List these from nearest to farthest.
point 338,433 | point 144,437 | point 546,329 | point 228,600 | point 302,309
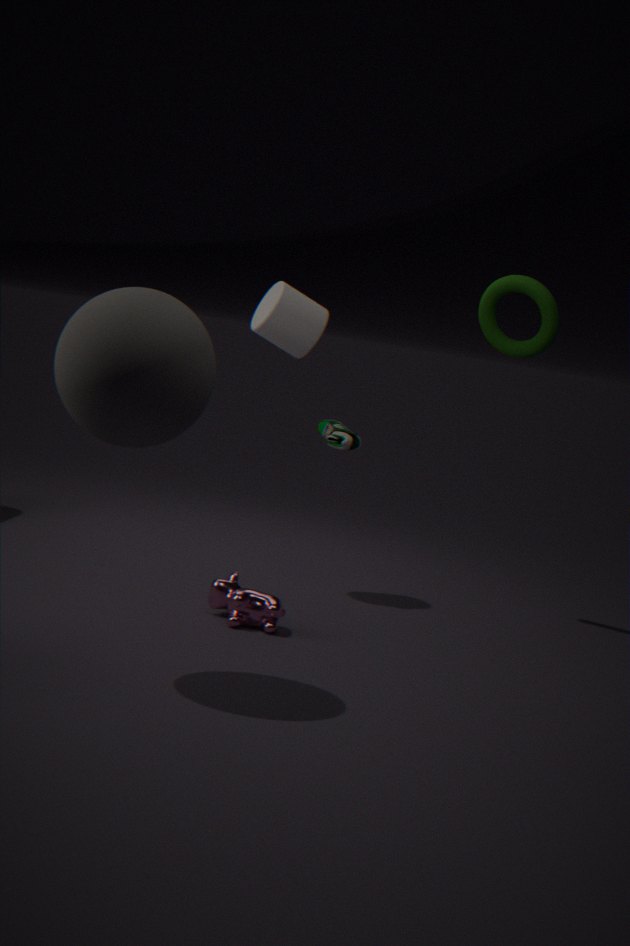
1. point 144,437
2. point 228,600
3. point 302,309
4. point 338,433
5. point 546,329
